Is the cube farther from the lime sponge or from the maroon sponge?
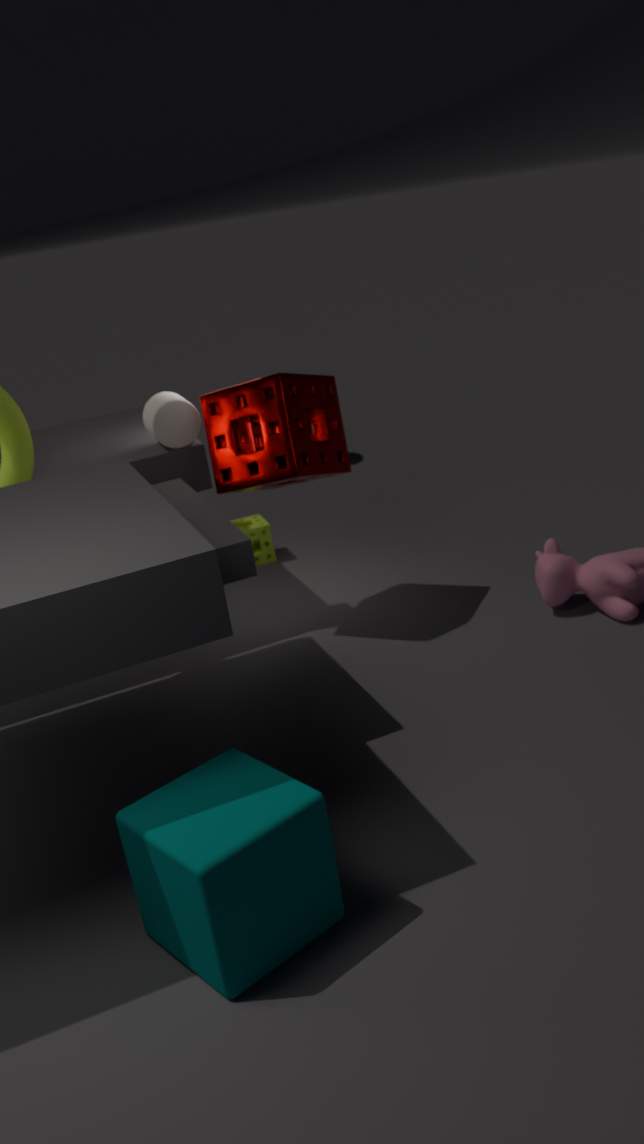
the lime sponge
